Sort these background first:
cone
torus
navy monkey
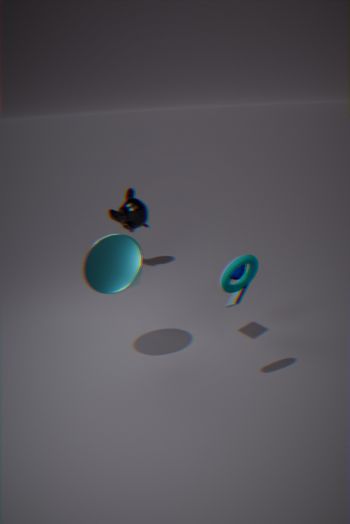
navy monkey
cone
torus
